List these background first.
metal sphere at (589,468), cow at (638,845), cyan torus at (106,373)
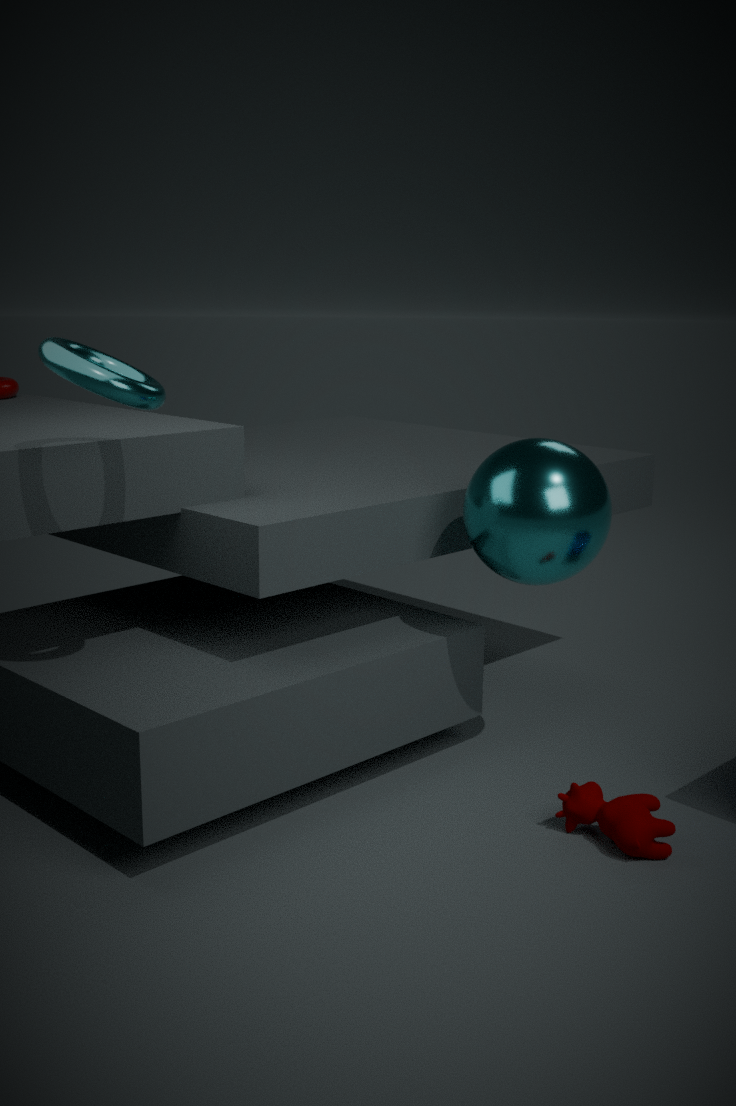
metal sphere at (589,468), cow at (638,845), cyan torus at (106,373)
